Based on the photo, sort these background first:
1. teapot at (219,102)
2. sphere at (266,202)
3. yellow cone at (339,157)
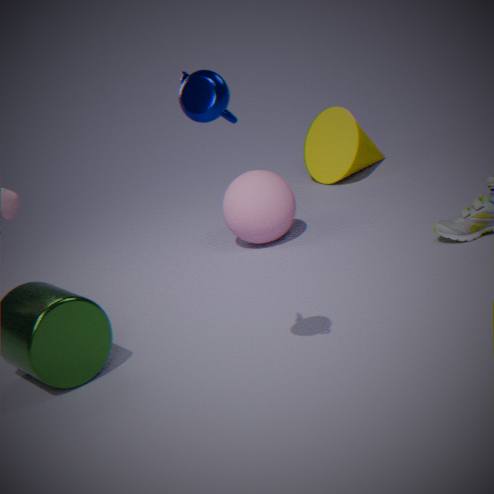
1. yellow cone at (339,157)
2. sphere at (266,202)
3. teapot at (219,102)
